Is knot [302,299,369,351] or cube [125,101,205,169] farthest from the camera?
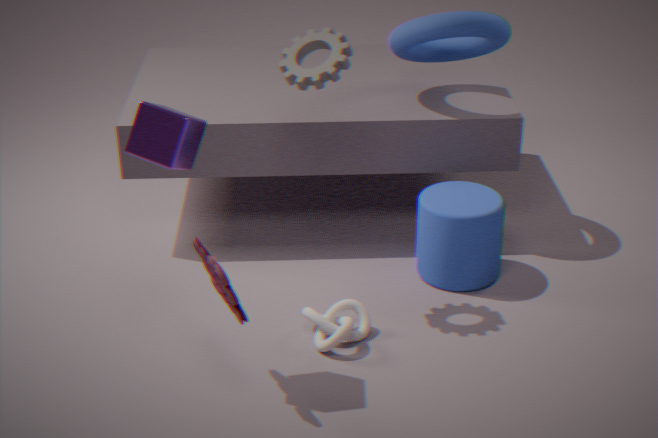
knot [302,299,369,351]
